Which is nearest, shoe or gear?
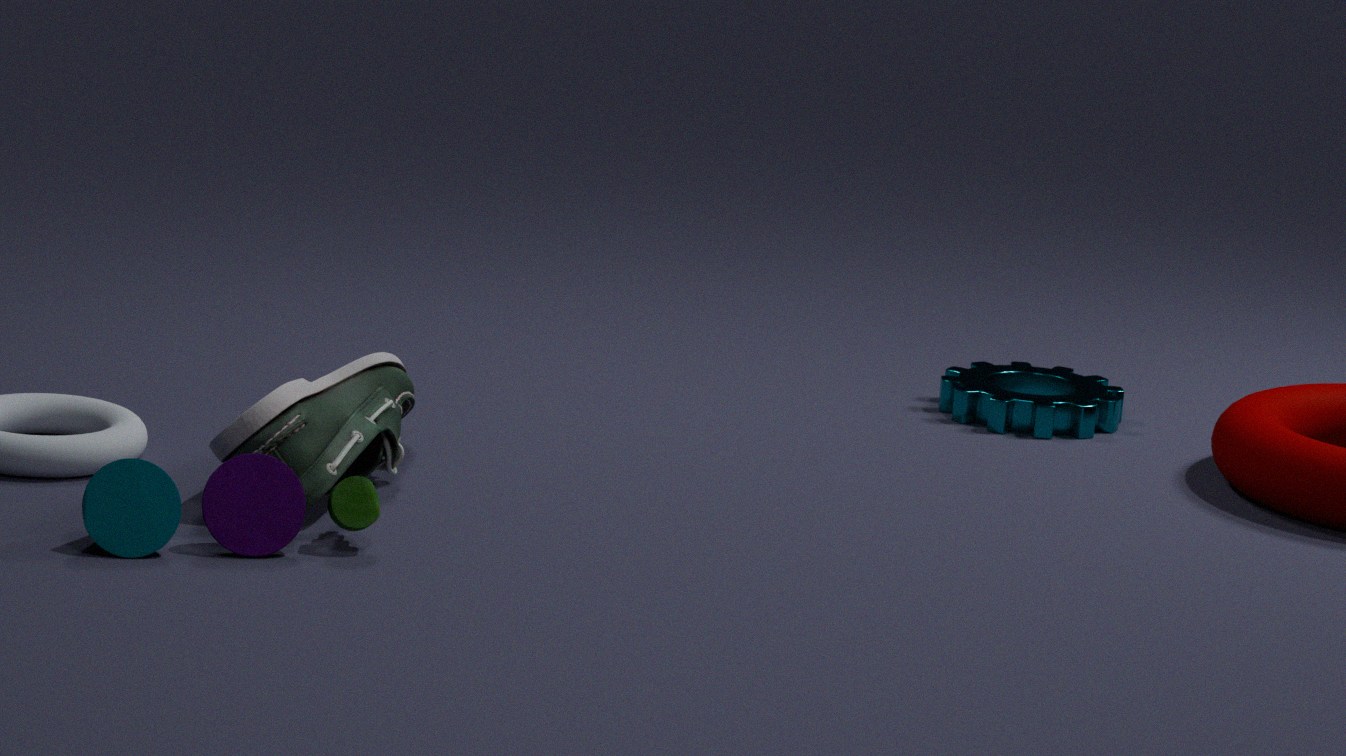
shoe
